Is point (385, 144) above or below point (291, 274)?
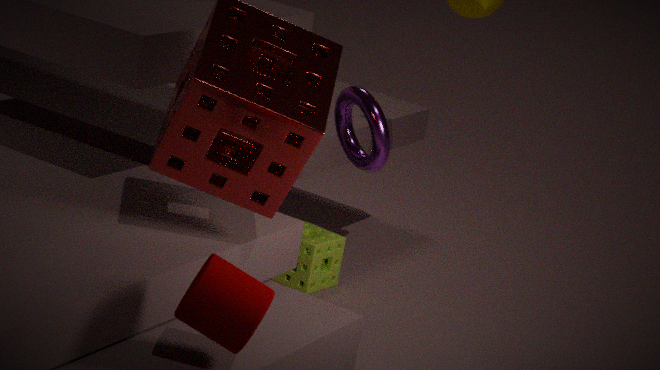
above
